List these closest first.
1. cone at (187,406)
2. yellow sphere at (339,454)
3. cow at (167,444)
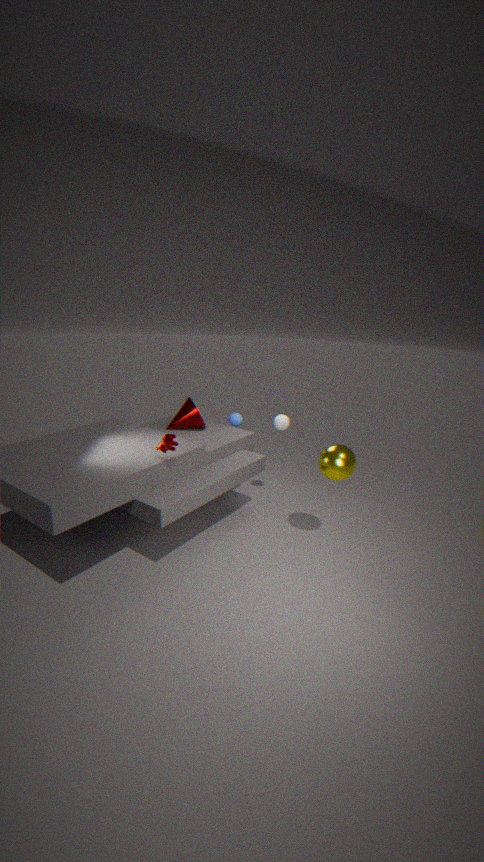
cow at (167,444)
yellow sphere at (339,454)
cone at (187,406)
